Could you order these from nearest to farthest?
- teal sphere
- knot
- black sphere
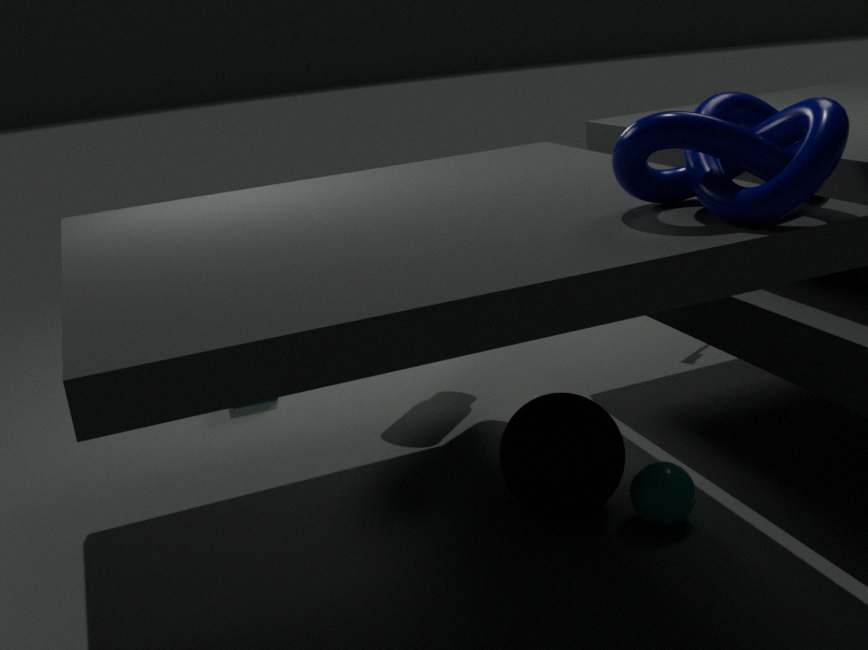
1. knot
2. teal sphere
3. black sphere
